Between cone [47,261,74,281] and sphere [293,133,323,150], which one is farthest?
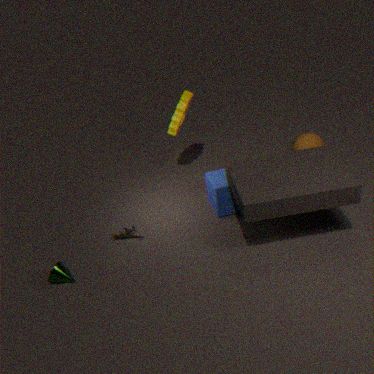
sphere [293,133,323,150]
